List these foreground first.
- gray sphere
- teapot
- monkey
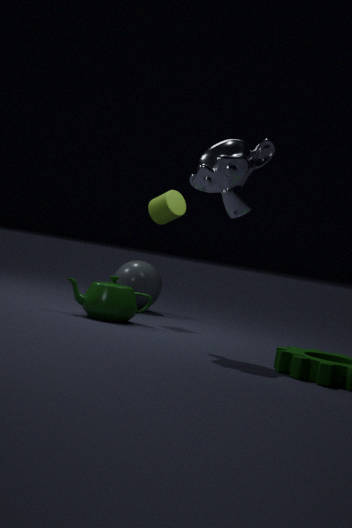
monkey → teapot → gray sphere
